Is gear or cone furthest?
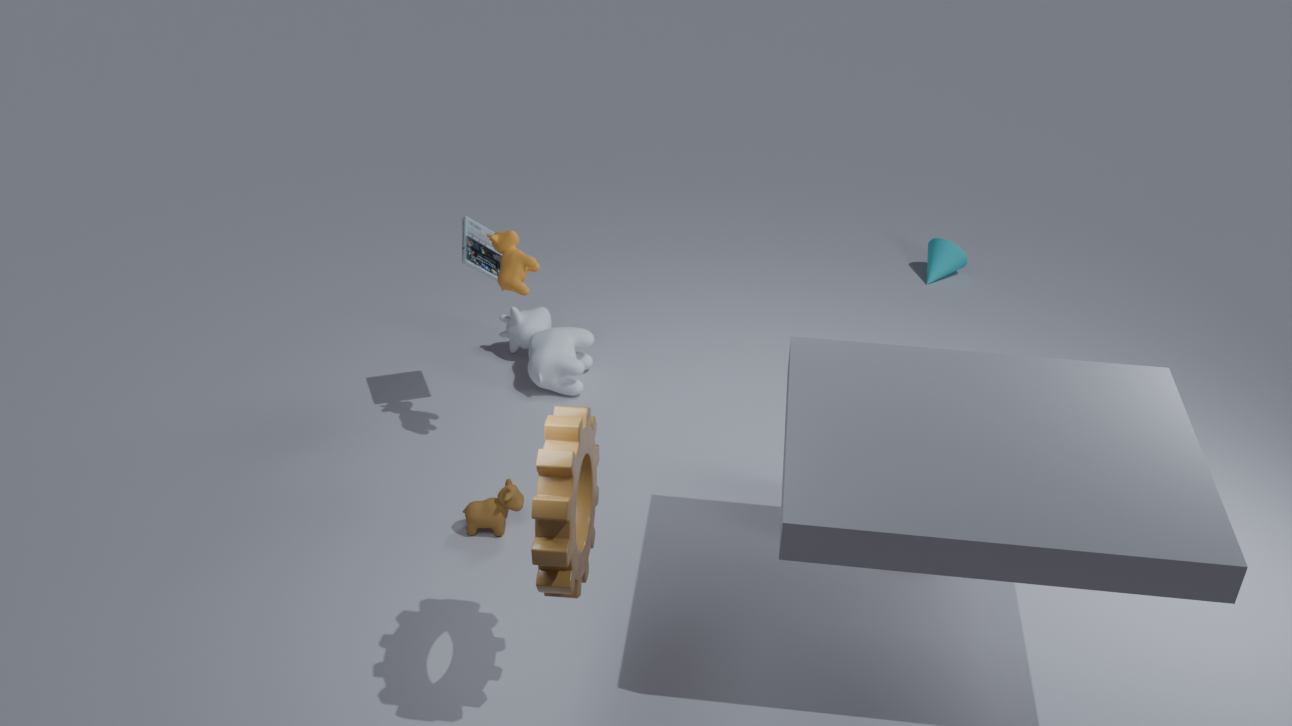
cone
